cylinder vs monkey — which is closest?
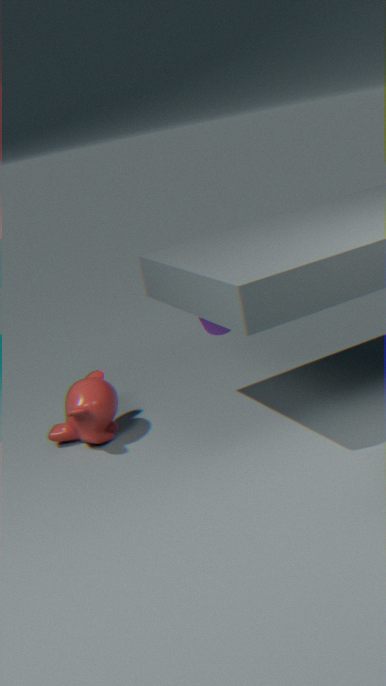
monkey
